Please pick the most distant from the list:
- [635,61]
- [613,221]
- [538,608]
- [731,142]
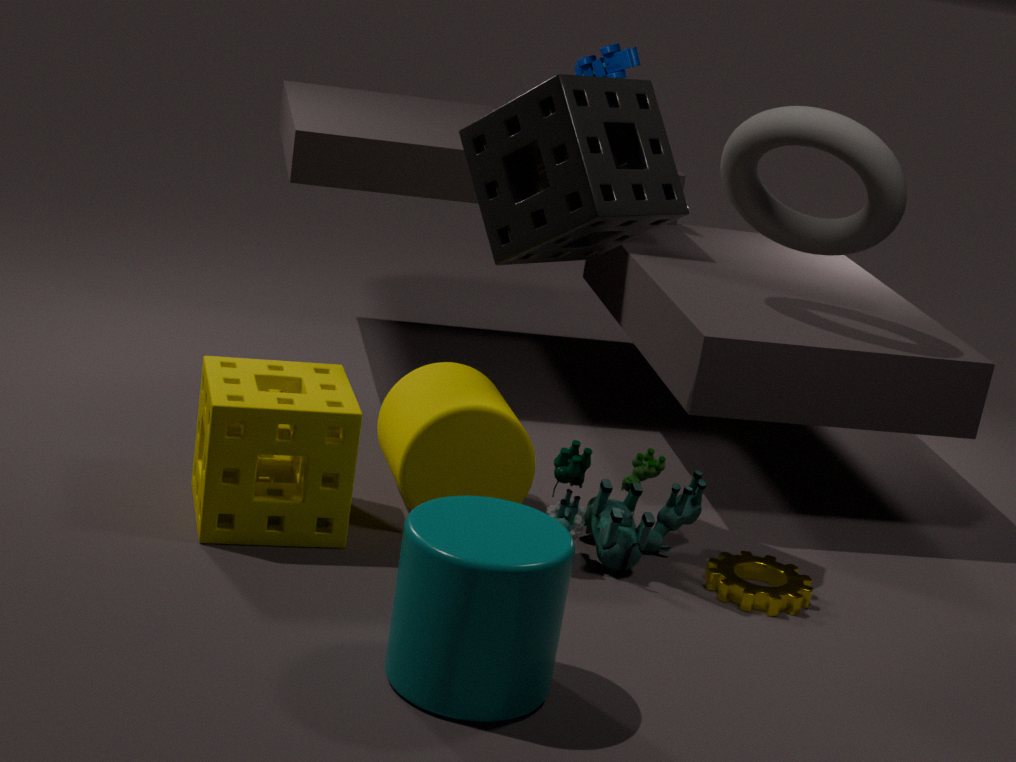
[635,61]
